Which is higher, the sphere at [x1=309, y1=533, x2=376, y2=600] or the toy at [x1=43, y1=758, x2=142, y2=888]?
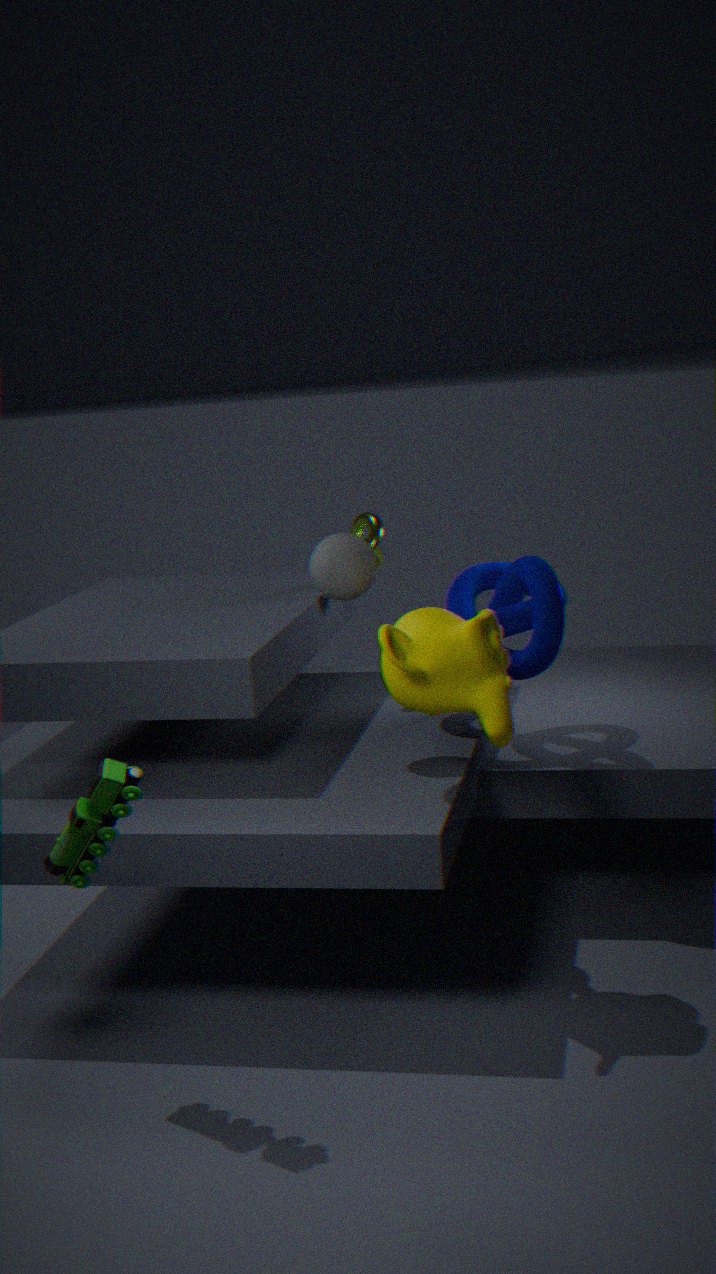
Answer: the sphere at [x1=309, y1=533, x2=376, y2=600]
